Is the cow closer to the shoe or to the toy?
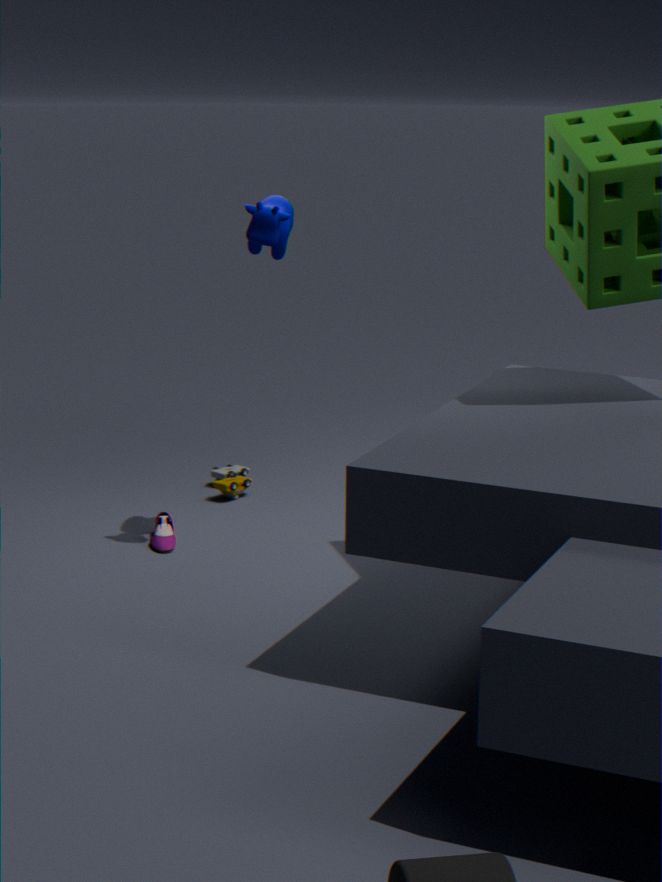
the shoe
